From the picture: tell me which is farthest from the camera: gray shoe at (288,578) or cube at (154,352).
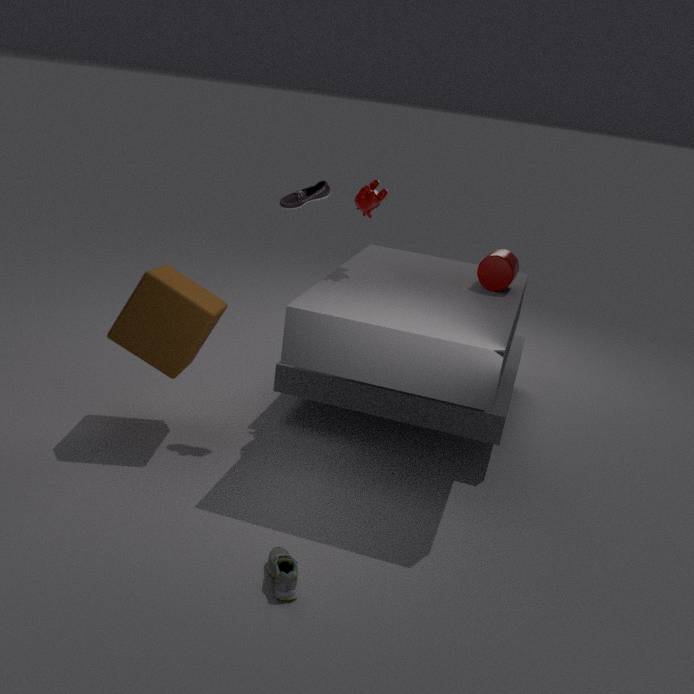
cube at (154,352)
